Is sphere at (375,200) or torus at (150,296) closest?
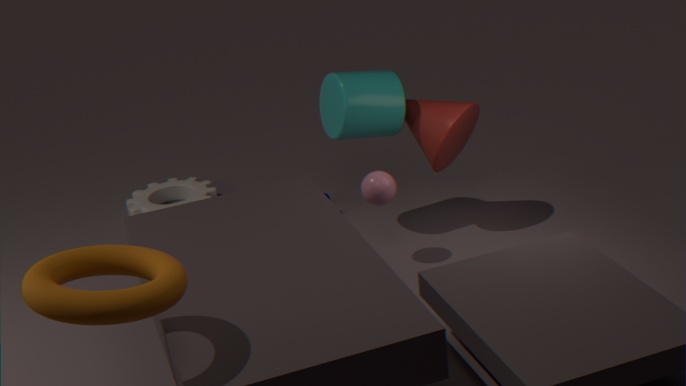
torus at (150,296)
